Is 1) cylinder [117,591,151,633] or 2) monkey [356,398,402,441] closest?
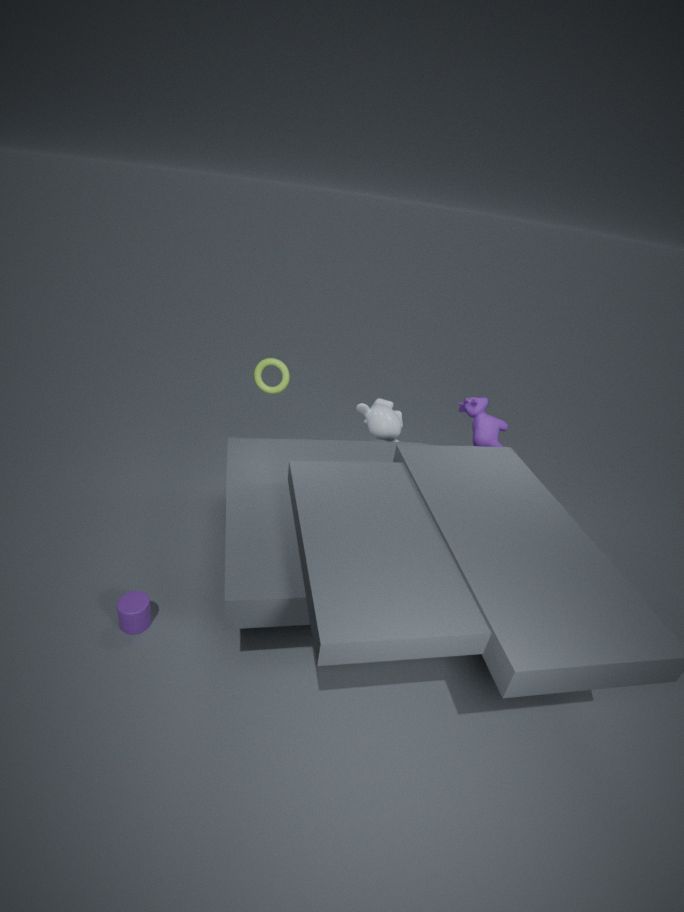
1. cylinder [117,591,151,633]
